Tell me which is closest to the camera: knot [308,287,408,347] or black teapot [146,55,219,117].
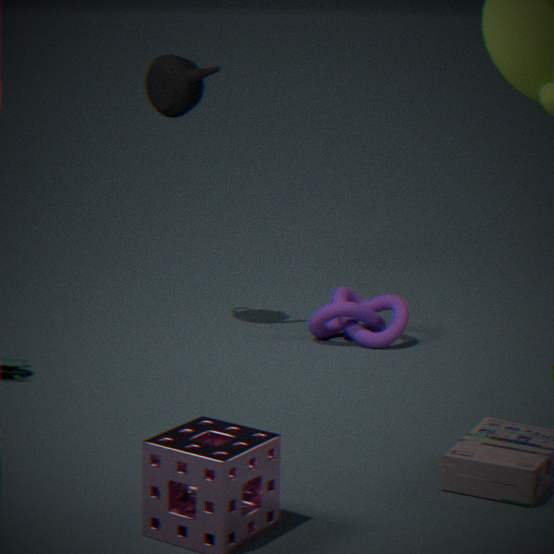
black teapot [146,55,219,117]
